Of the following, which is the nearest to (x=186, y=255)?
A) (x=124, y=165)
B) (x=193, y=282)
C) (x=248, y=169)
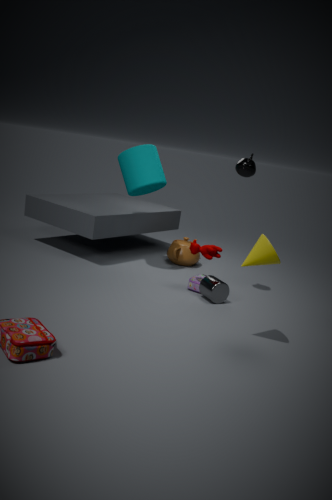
(x=193, y=282)
